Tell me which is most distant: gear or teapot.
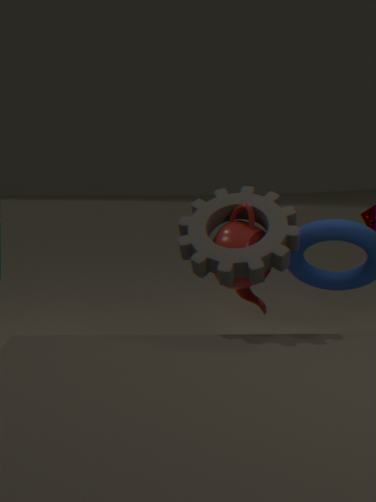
teapot
